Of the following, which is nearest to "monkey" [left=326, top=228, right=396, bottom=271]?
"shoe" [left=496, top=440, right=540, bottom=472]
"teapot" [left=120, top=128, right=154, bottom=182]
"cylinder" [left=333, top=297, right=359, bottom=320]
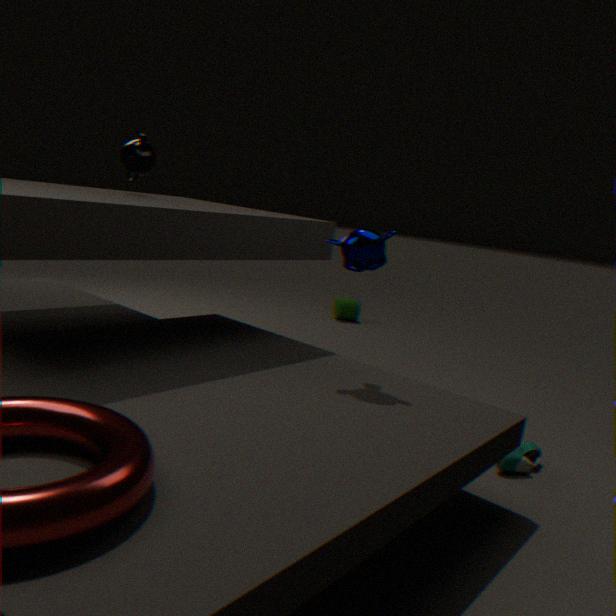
"shoe" [left=496, top=440, right=540, bottom=472]
